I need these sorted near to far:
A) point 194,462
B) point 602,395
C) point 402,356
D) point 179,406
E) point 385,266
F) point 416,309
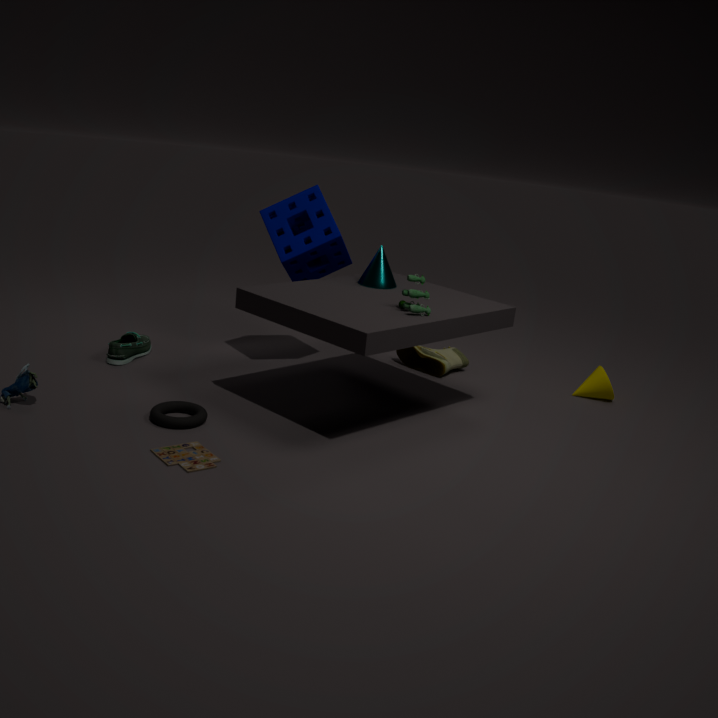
point 194,462 → point 416,309 → point 179,406 → point 385,266 → point 602,395 → point 402,356
